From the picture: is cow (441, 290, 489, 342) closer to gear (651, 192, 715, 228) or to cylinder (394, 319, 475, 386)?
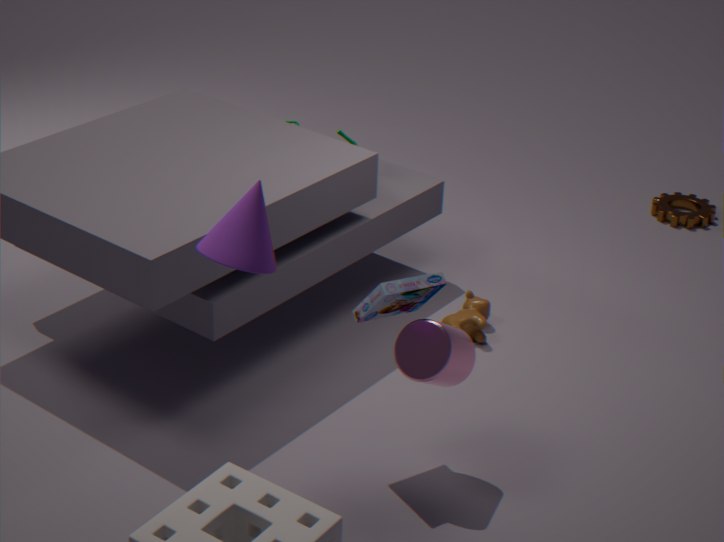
cylinder (394, 319, 475, 386)
